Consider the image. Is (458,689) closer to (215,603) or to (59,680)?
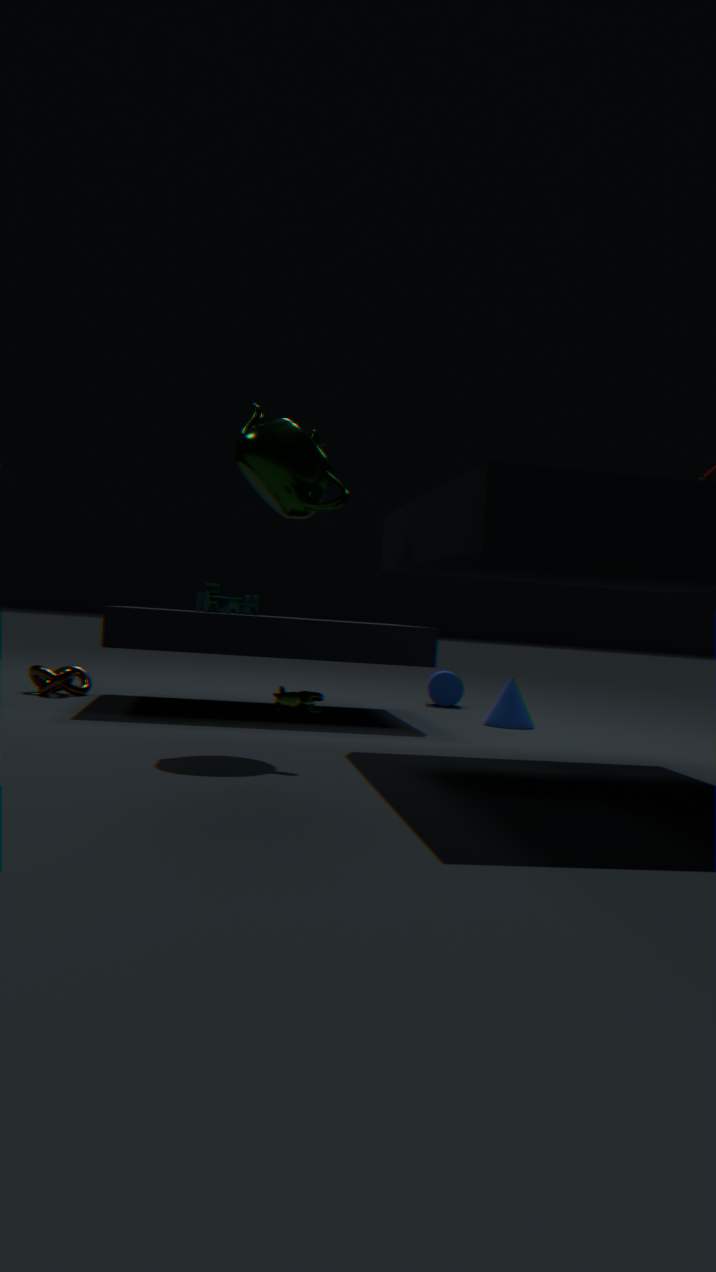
(215,603)
